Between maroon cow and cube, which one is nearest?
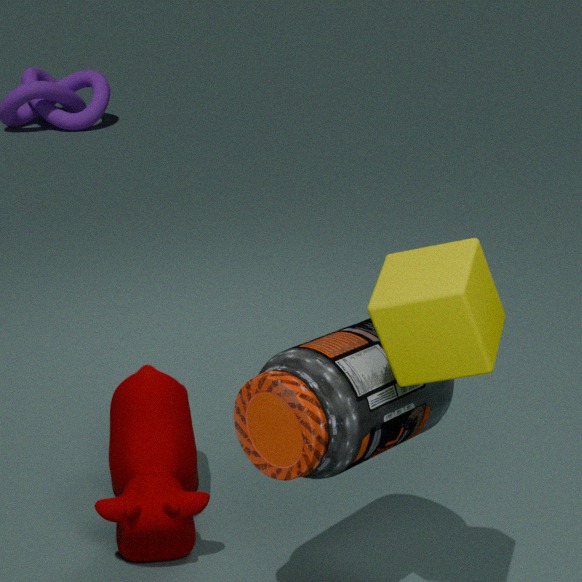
cube
